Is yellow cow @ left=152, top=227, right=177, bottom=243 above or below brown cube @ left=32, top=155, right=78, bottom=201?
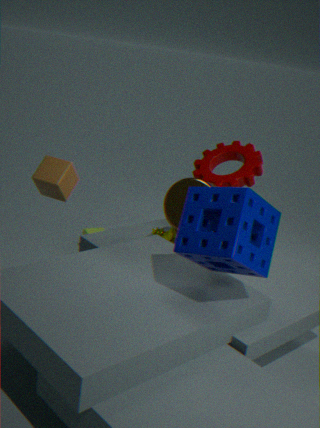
below
